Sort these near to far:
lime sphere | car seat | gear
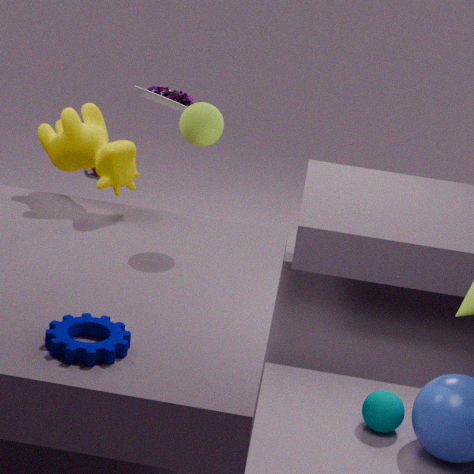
gear < lime sphere < car seat
